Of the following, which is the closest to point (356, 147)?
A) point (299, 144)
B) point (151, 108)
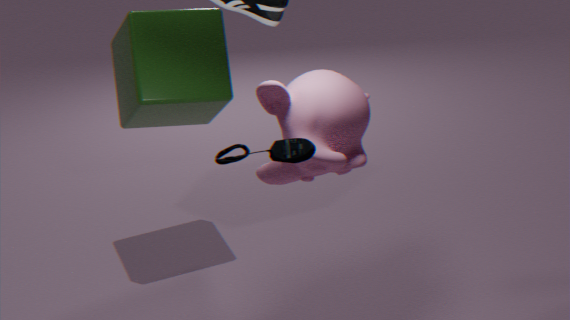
point (299, 144)
